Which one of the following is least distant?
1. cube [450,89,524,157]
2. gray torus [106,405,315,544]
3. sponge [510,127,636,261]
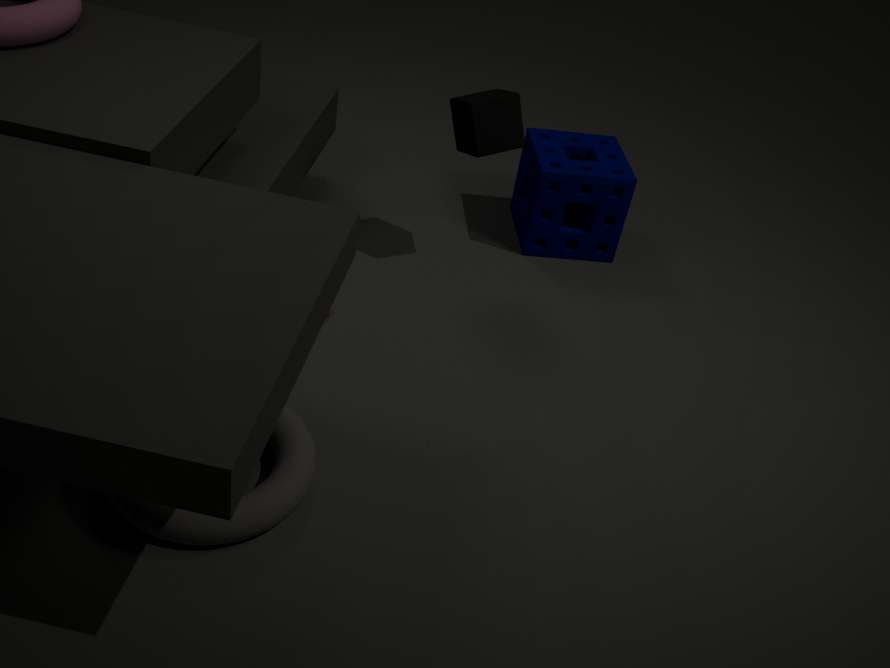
gray torus [106,405,315,544]
